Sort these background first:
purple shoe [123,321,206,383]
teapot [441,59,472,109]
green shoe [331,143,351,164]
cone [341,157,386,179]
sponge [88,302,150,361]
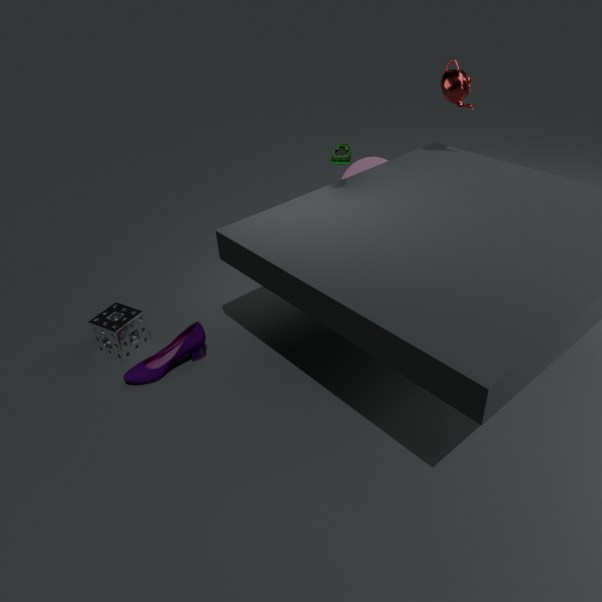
cone [341,157,386,179] < teapot [441,59,472,109] < green shoe [331,143,351,164] < sponge [88,302,150,361] < purple shoe [123,321,206,383]
